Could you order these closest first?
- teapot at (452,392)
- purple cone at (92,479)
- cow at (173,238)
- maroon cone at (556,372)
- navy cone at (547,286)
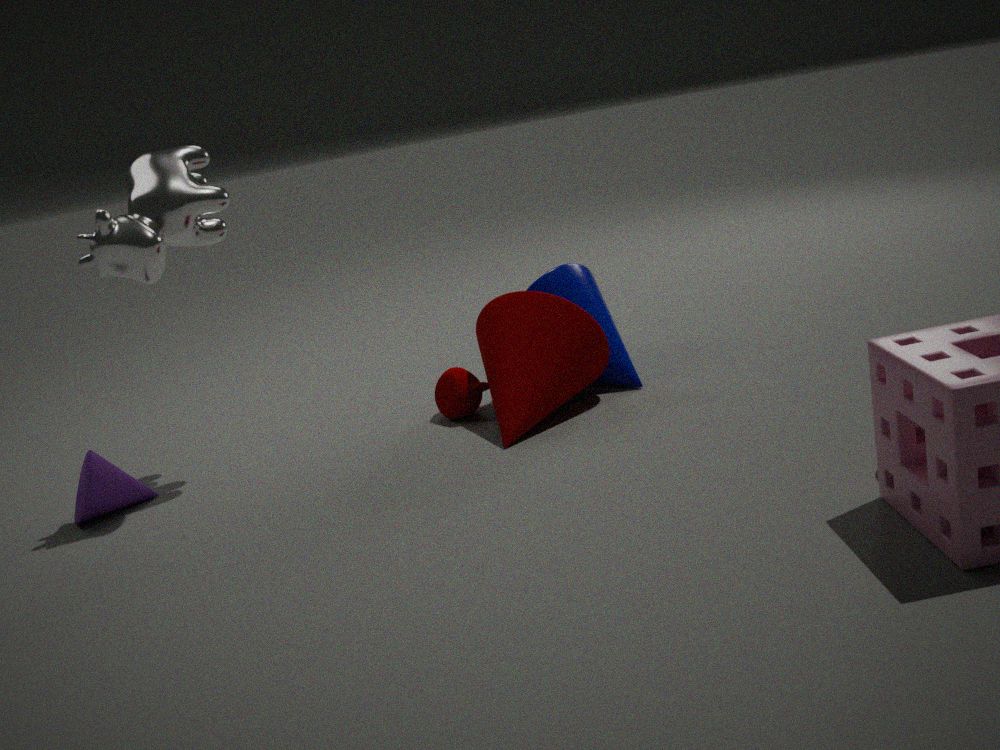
1. cow at (173,238)
2. purple cone at (92,479)
3. maroon cone at (556,372)
4. teapot at (452,392)
5. navy cone at (547,286)
